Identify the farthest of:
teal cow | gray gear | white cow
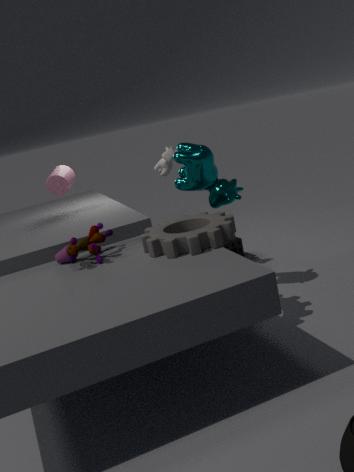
white cow
